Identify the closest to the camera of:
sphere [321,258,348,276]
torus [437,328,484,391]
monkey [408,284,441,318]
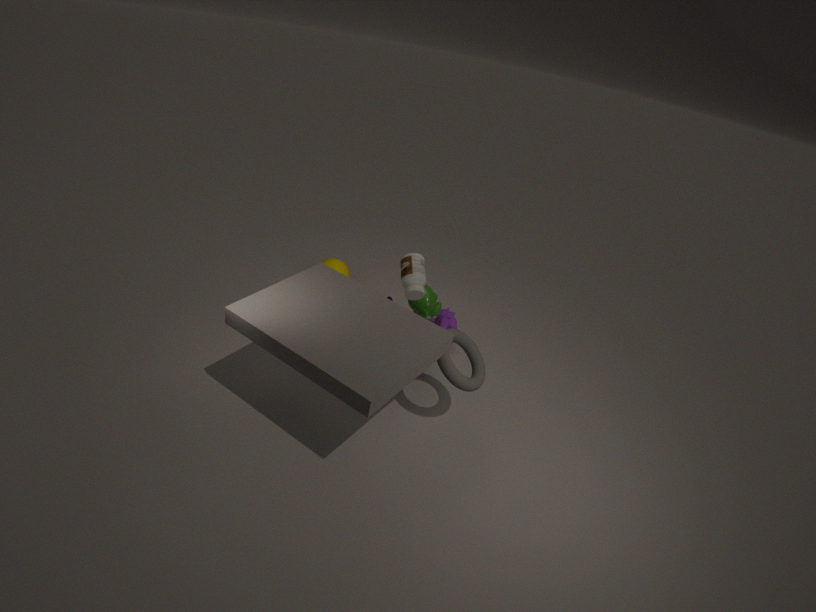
torus [437,328,484,391]
